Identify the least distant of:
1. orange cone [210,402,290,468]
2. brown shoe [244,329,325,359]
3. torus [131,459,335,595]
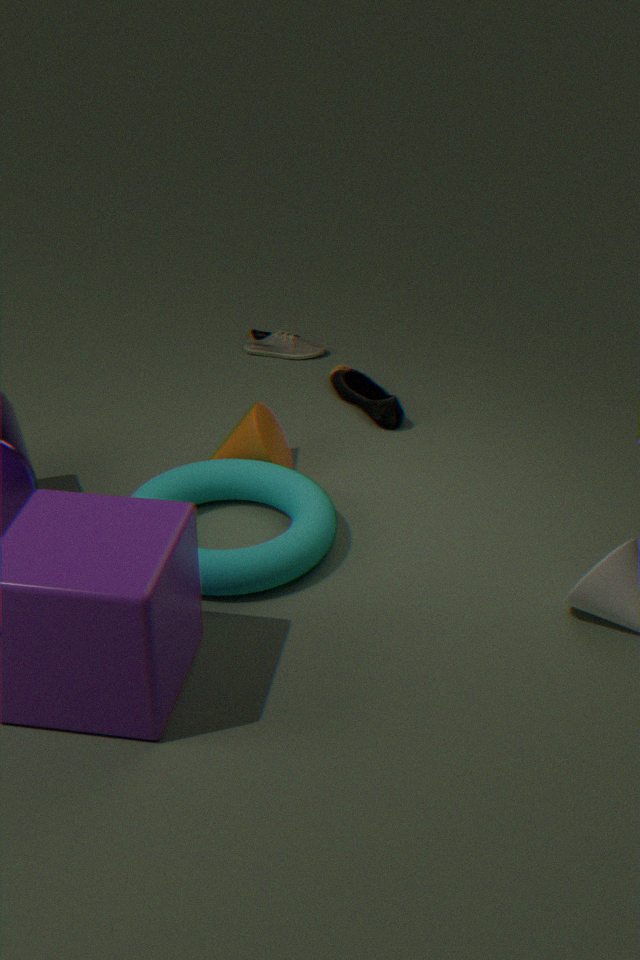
torus [131,459,335,595]
